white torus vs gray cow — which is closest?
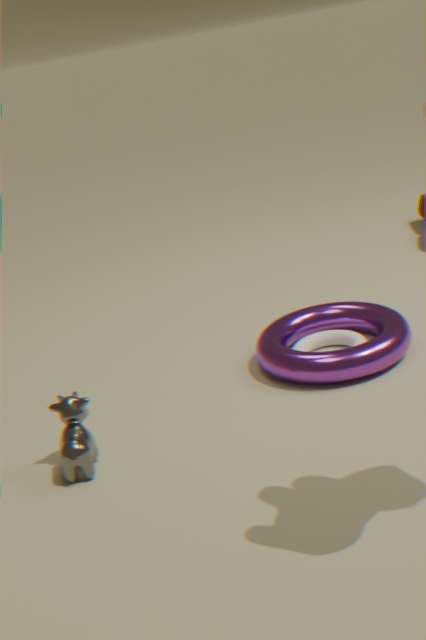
gray cow
